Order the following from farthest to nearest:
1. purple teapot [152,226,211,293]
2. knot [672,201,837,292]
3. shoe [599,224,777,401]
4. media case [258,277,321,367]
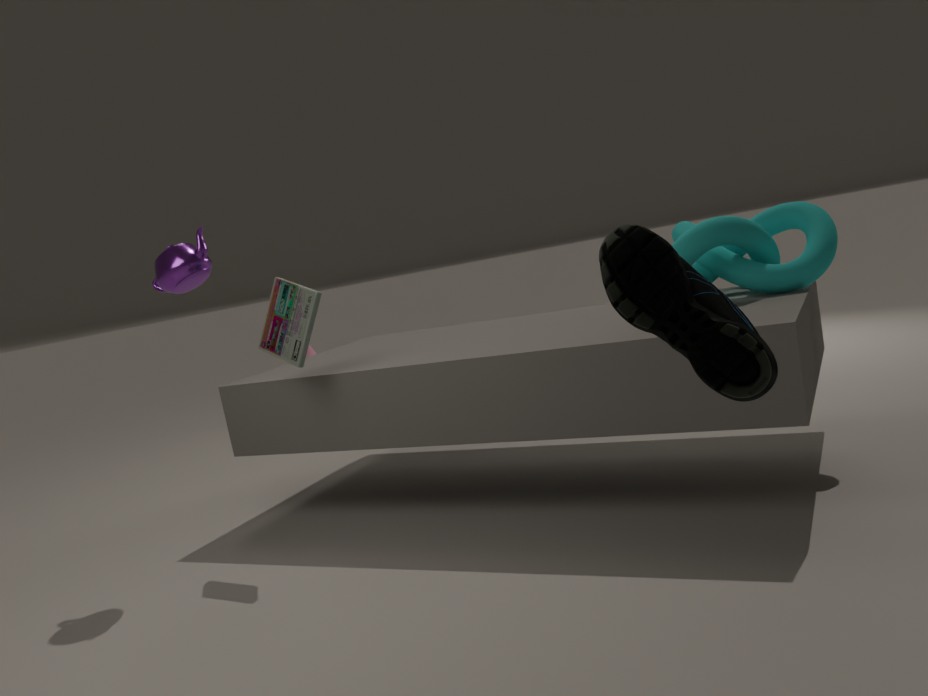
purple teapot [152,226,211,293] → media case [258,277,321,367] → knot [672,201,837,292] → shoe [599,224,777,401]
